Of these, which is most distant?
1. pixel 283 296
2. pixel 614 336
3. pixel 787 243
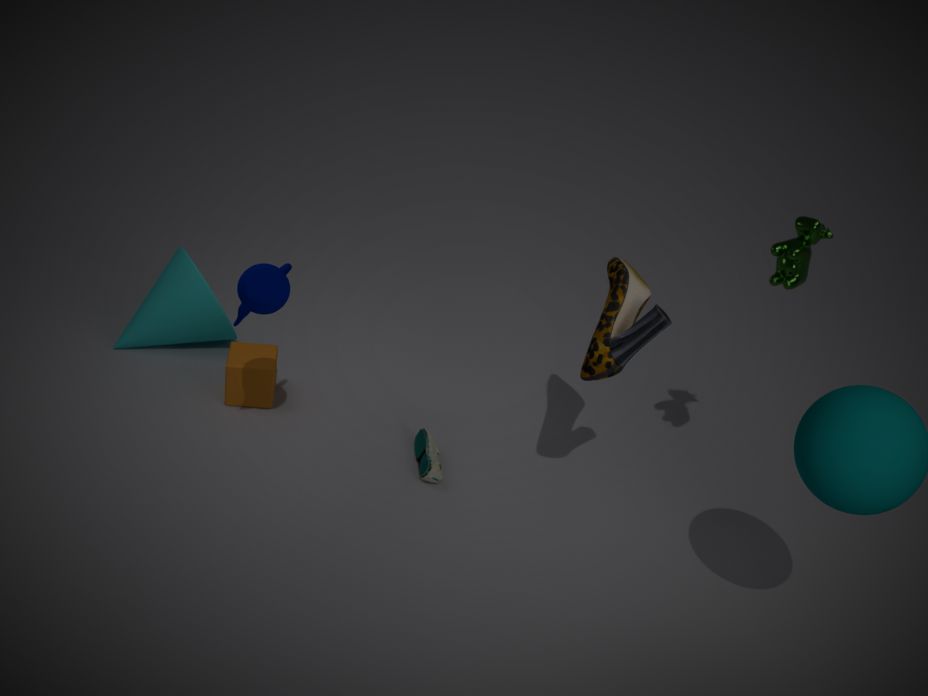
pixel 614 336
